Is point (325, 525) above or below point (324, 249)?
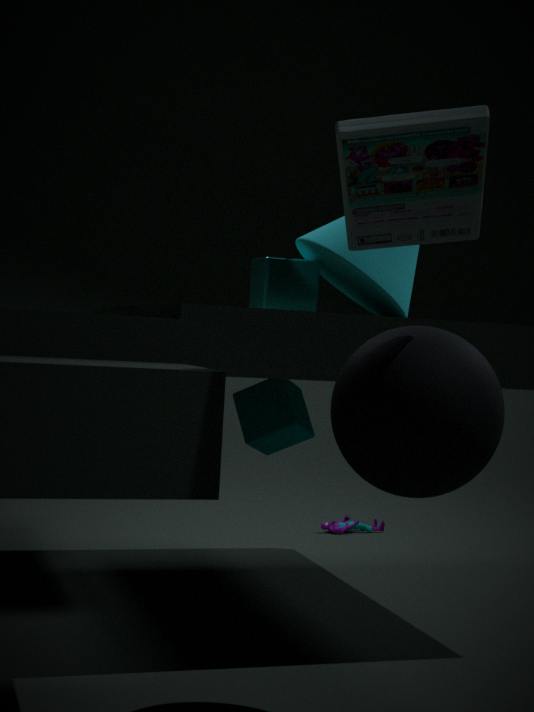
below
